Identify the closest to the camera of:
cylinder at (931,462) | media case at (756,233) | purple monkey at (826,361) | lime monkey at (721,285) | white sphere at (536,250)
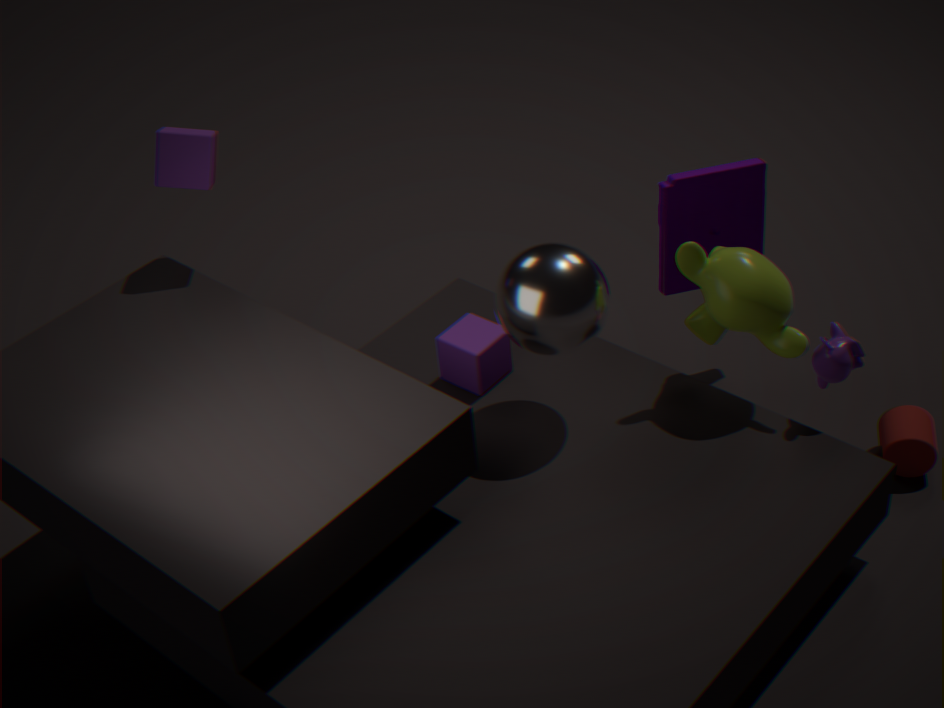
white sphere at (536,250)
